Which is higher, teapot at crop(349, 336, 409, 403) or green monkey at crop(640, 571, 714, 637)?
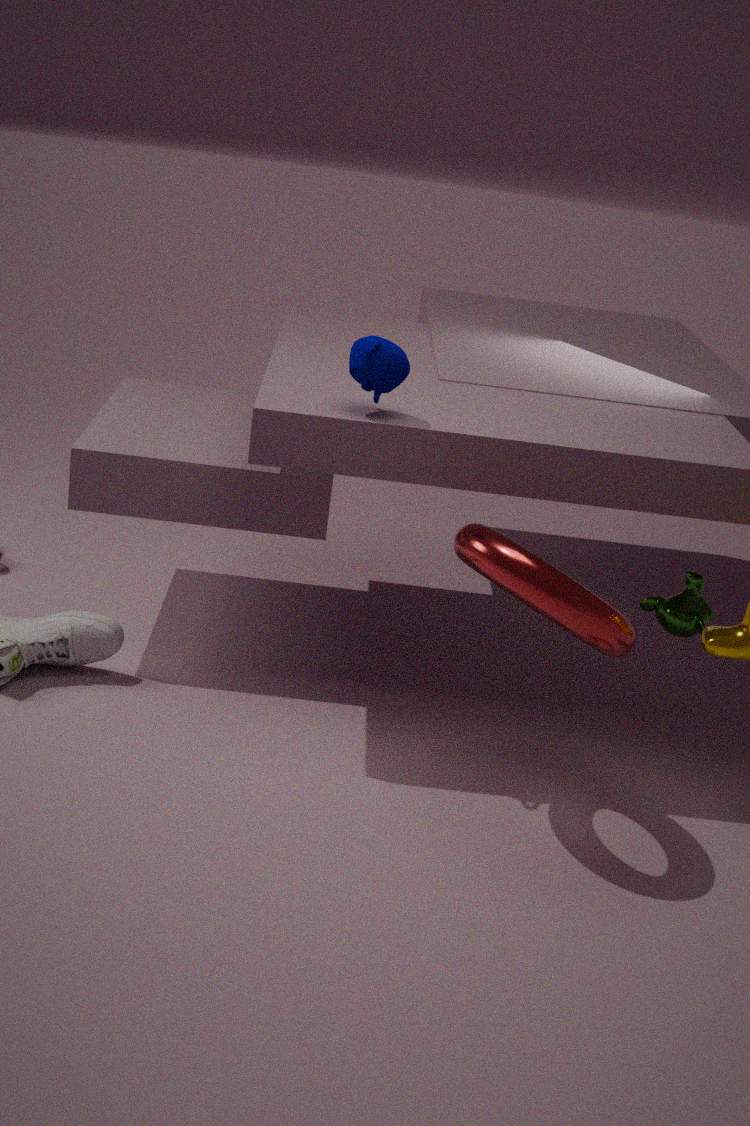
teapot at crop(349, 336, 409, 403)
